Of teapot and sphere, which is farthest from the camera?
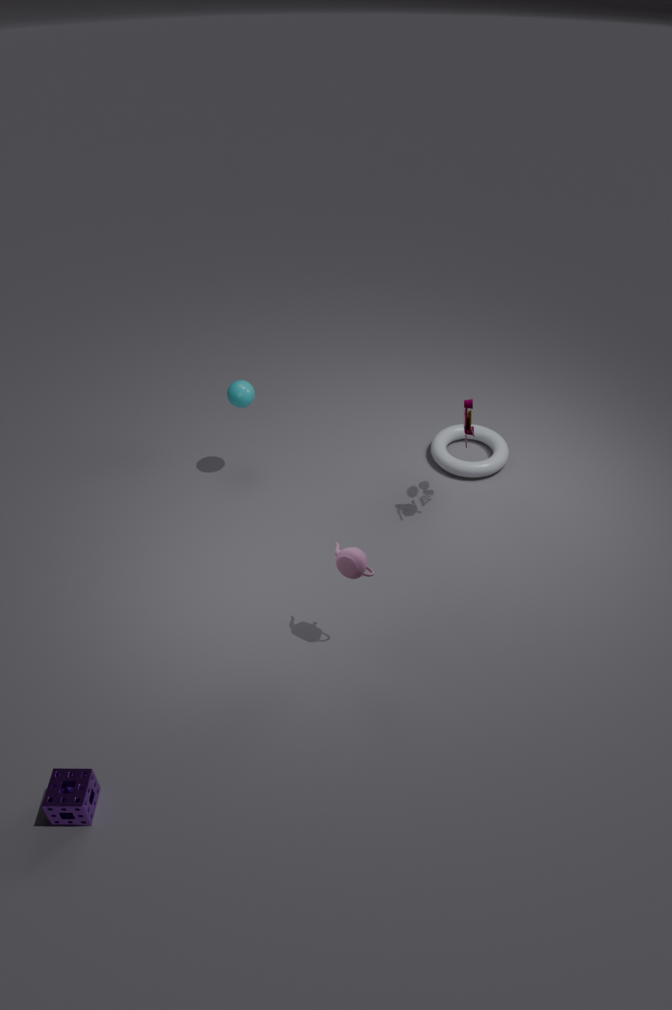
sphere
